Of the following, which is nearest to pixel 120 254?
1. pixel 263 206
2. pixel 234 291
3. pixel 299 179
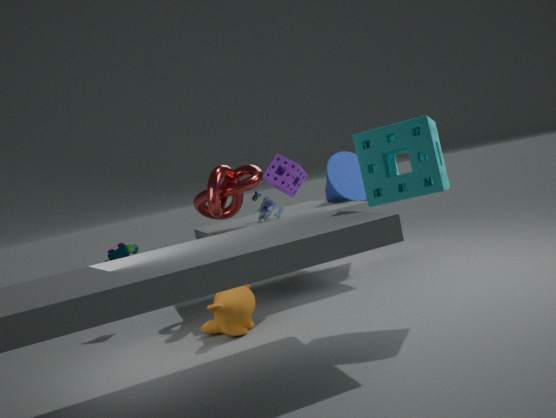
pixel 234 291
